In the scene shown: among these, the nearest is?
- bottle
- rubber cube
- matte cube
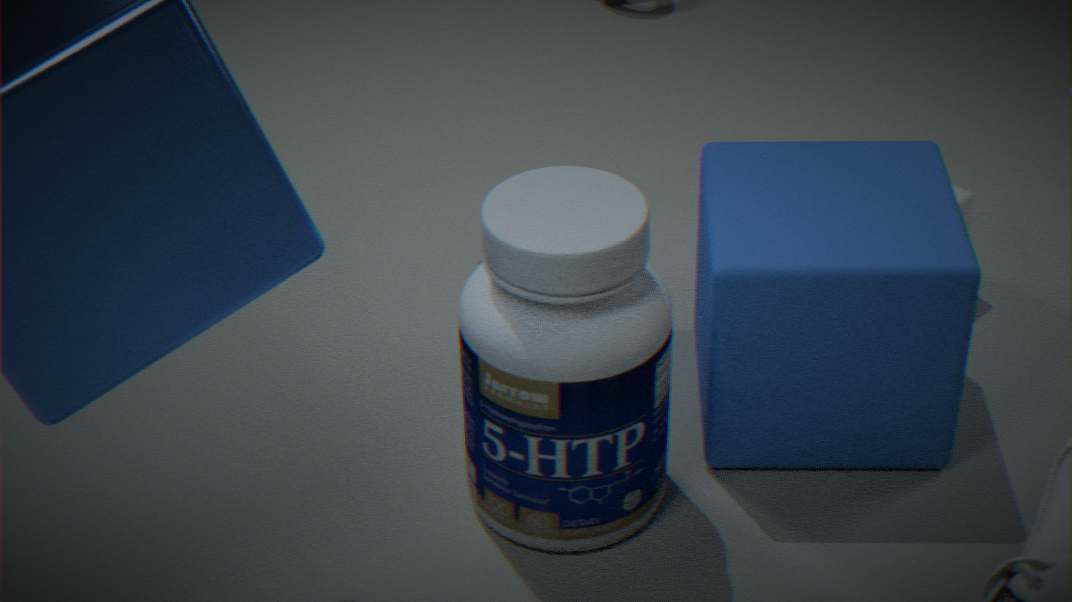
bottle
